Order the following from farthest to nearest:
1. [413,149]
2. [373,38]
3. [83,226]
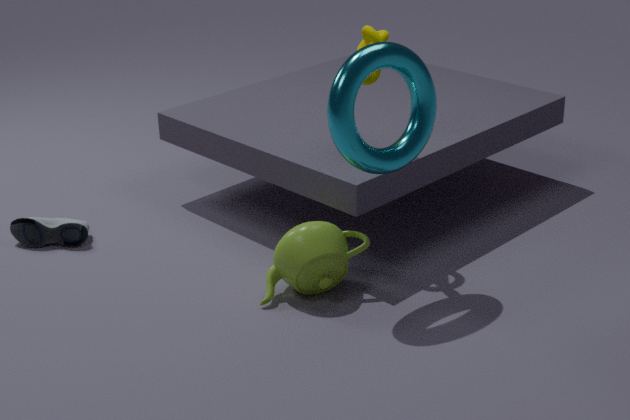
1. [83,226]
2. [373,38]
3. [413,149]
